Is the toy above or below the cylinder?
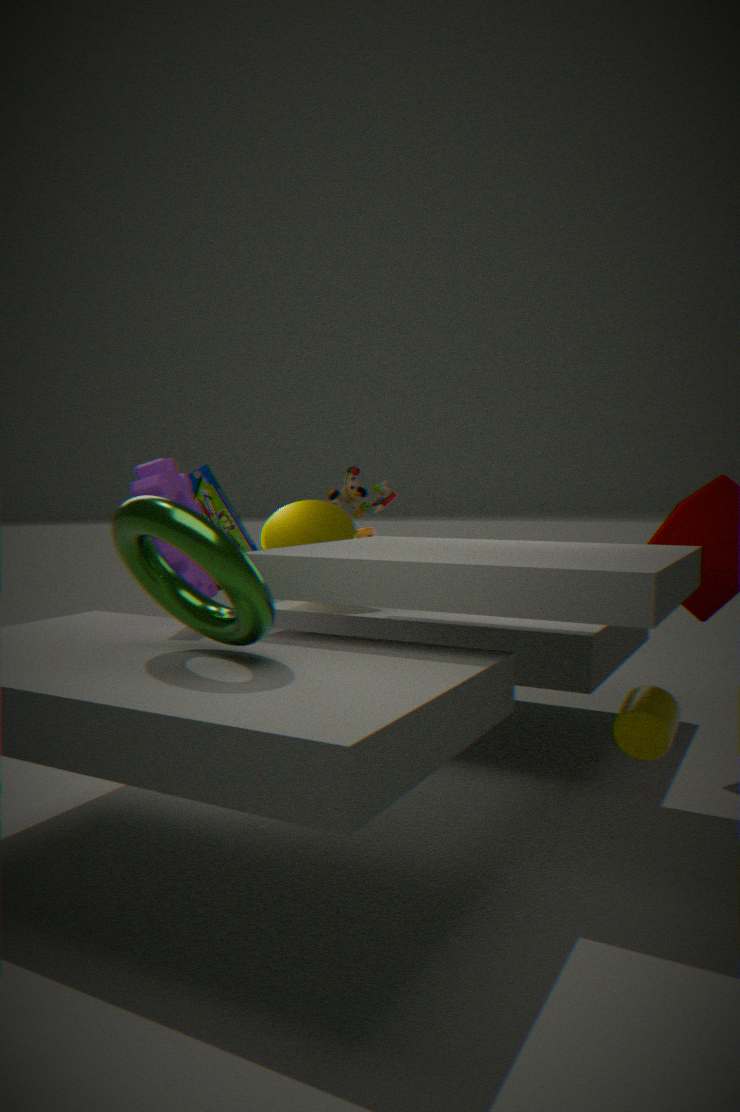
above
